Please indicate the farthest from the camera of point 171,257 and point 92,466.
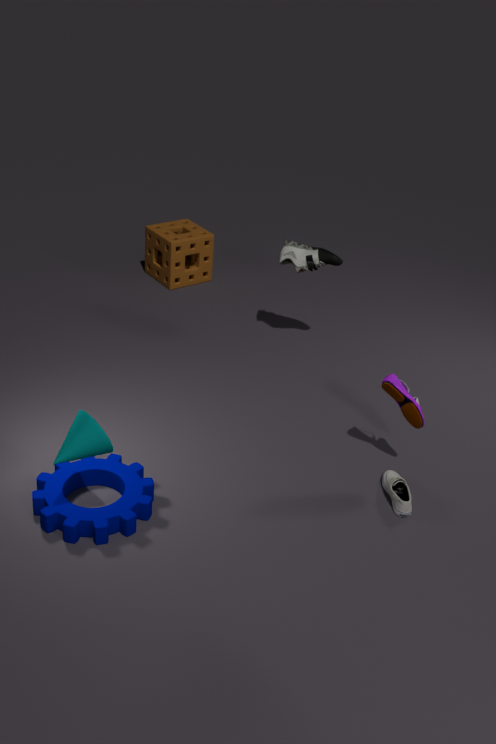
point 171,257
